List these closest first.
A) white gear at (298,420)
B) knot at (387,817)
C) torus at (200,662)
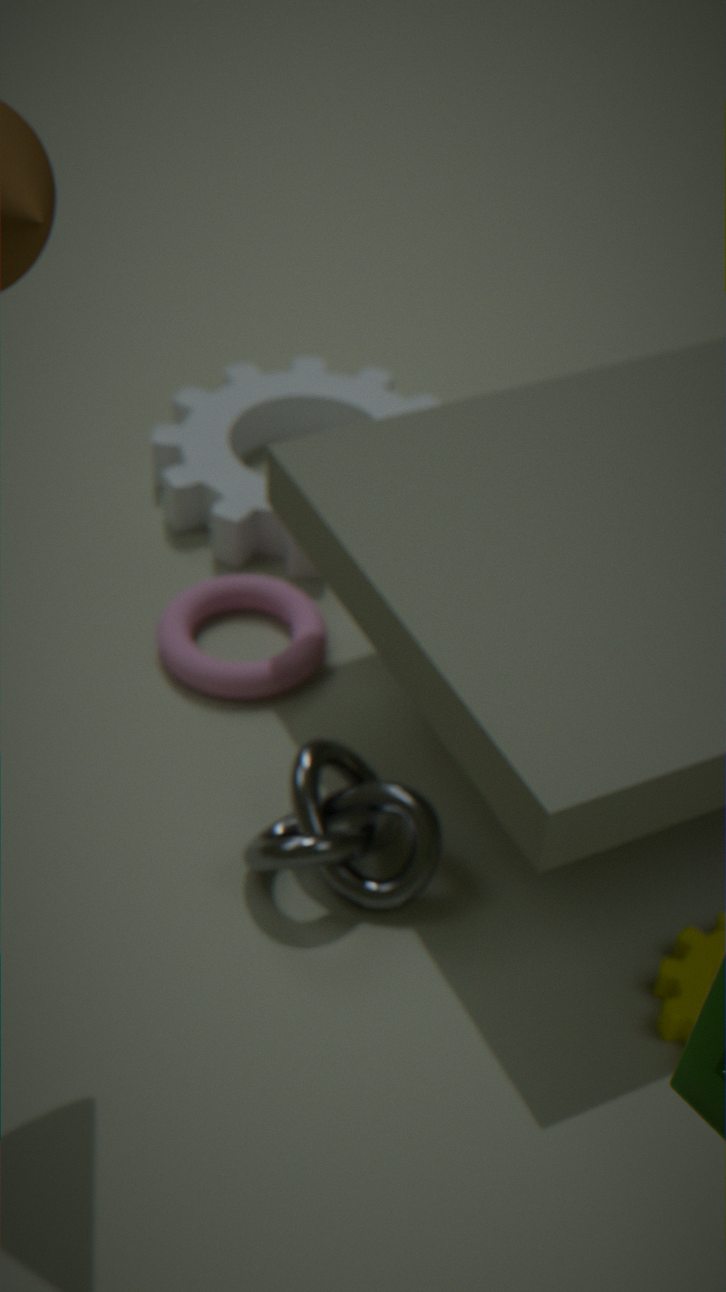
knot at (387,817), torus at (200,662), white gear at (298,420)
